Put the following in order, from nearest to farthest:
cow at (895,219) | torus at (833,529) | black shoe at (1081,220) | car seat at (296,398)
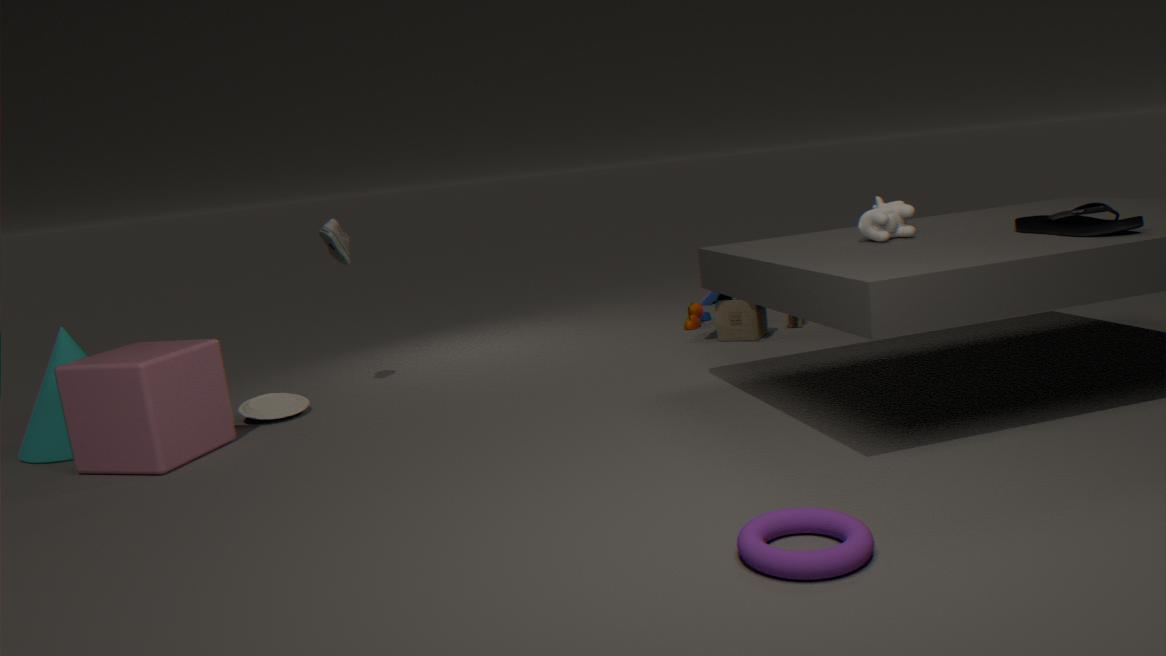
torus at (833,529)
black shoe at (1081,220)
cow at (895,219)
car seat at (296,398)
